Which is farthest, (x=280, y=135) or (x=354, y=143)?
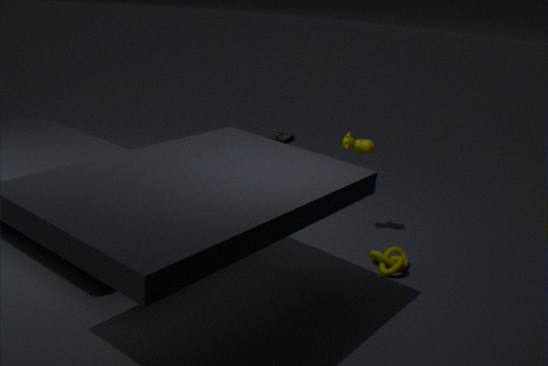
(x=280, y=135)
